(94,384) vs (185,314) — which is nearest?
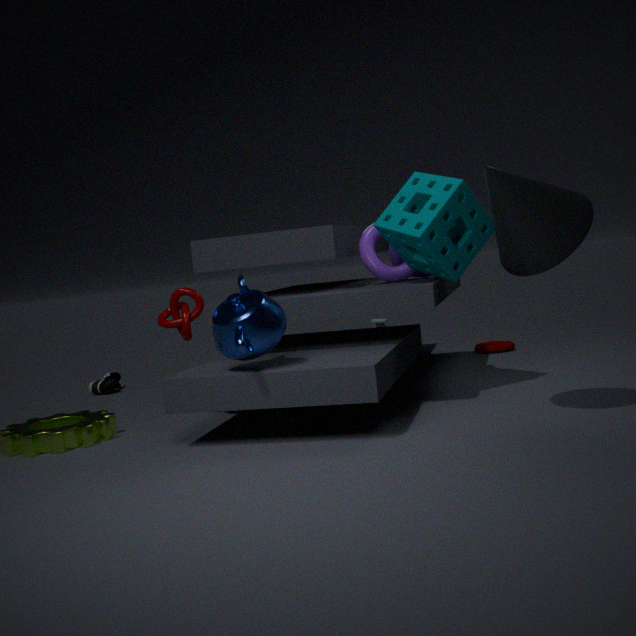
(185,314)
